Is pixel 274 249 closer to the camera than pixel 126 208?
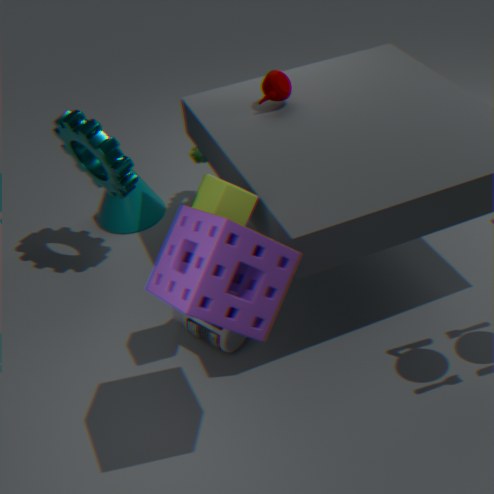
Yes
